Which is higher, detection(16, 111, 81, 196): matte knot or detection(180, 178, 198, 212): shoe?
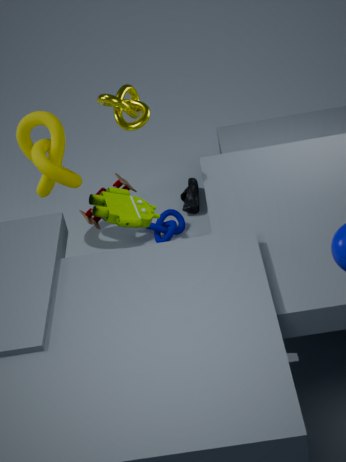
detection(16, 111, 81, 196): matte knot
